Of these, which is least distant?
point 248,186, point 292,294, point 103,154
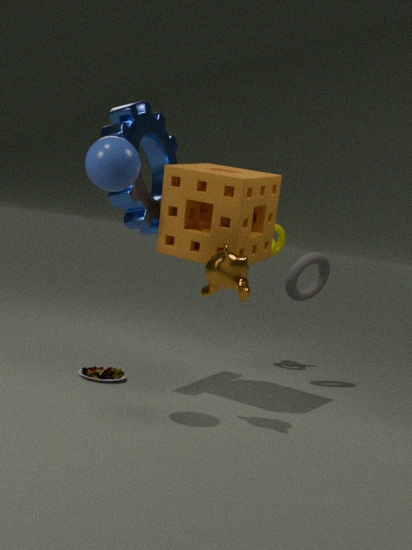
point 103,154
